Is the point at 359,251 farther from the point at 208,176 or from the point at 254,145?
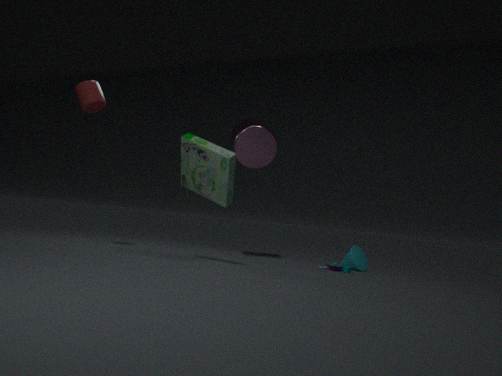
the point at 208,176
